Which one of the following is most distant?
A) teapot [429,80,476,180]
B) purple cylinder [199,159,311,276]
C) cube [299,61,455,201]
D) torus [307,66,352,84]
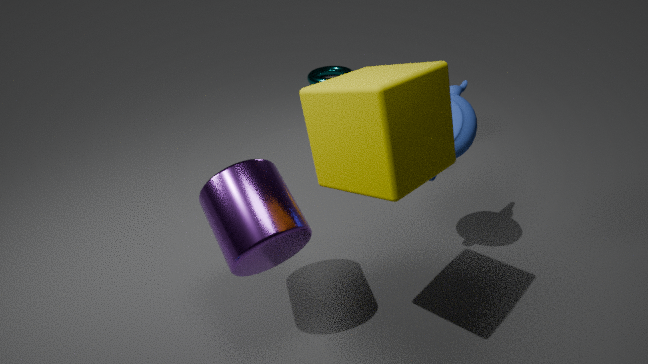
torus [307,66,352,84]
